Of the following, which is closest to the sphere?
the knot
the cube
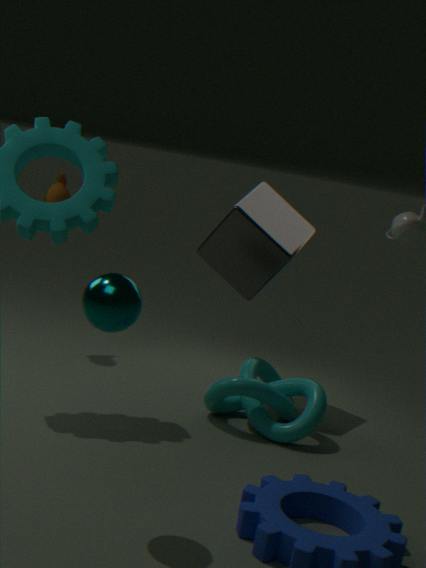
the knot
